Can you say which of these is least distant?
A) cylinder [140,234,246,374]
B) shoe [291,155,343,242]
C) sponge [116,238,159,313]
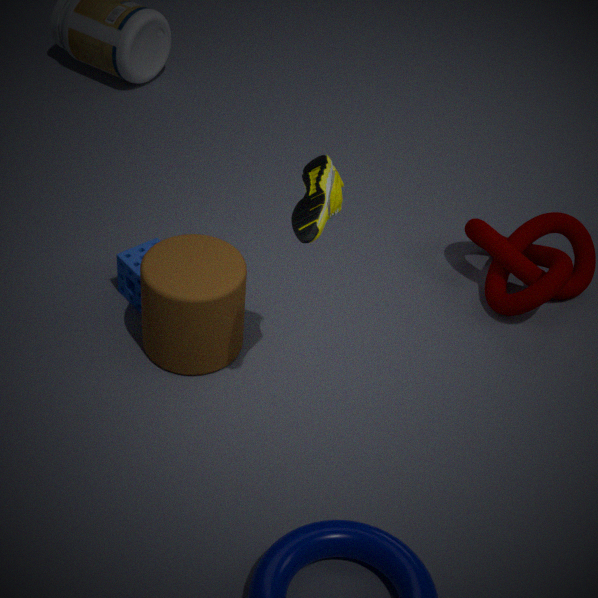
shoe [291,155,343,242]
